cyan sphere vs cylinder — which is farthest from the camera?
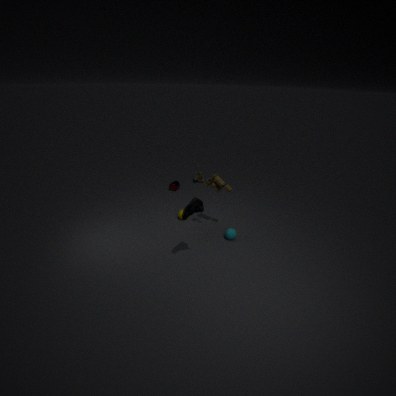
cylinder
